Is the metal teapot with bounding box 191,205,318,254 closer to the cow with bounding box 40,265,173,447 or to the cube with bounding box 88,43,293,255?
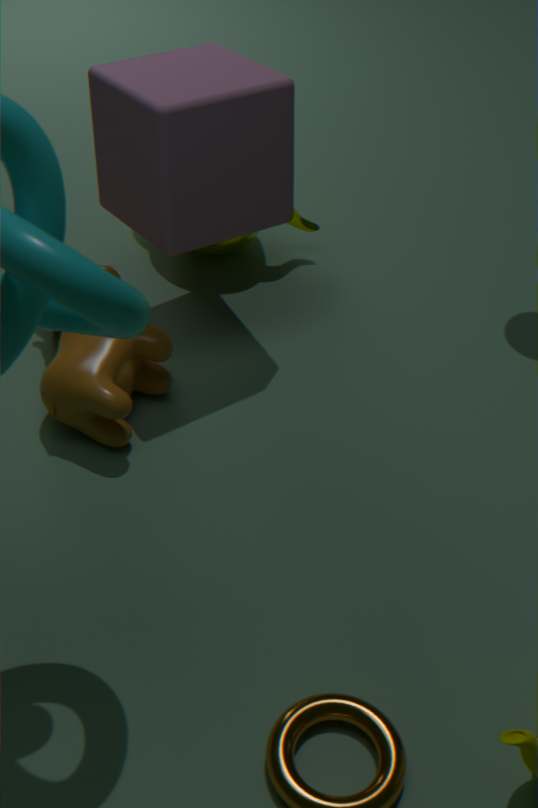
the cube with bounding box 88,43,293,255
